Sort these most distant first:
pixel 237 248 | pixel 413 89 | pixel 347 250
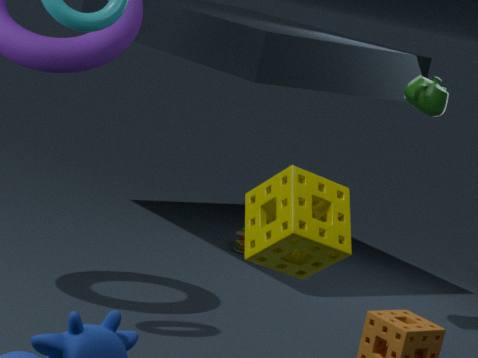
1. pixel 237 248
2. pixel 413 89
3. pixel 347 250
